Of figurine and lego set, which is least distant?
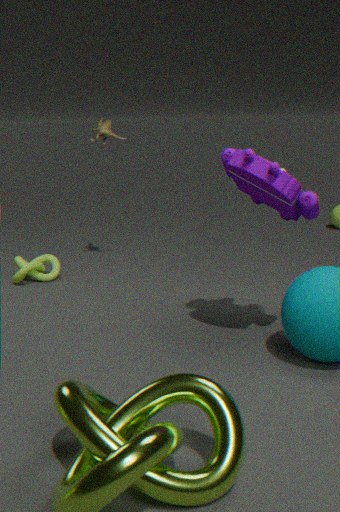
lego set
